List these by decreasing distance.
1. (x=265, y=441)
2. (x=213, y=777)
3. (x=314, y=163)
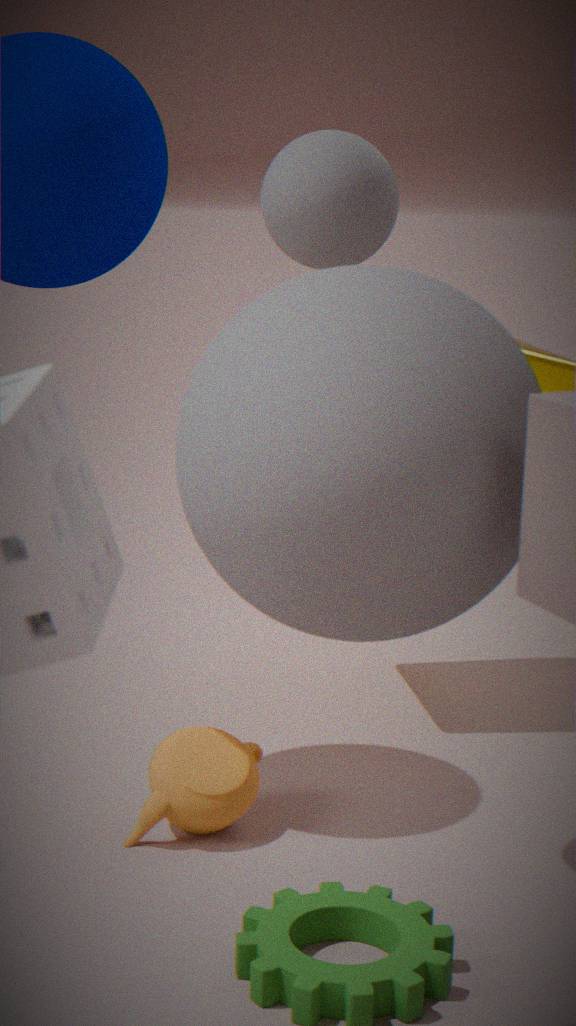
(x=213, y=777), (x=314, y=163), (x=265, y=441)
